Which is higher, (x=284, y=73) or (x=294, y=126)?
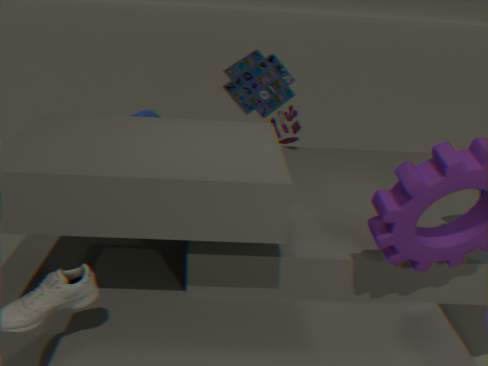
(x=284, y=73)
